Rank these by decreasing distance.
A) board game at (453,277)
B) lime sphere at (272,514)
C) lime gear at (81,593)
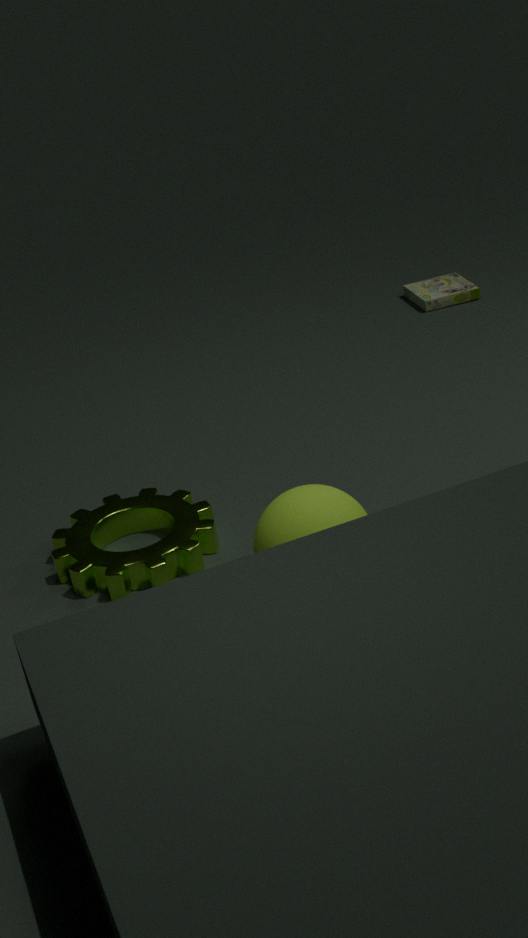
board game at (453,277) < lime gear at (81,593) < lime sphere at (272,514)
